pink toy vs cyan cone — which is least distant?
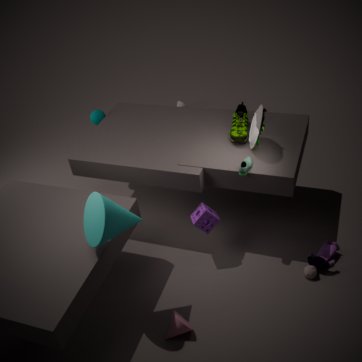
cyan cone
